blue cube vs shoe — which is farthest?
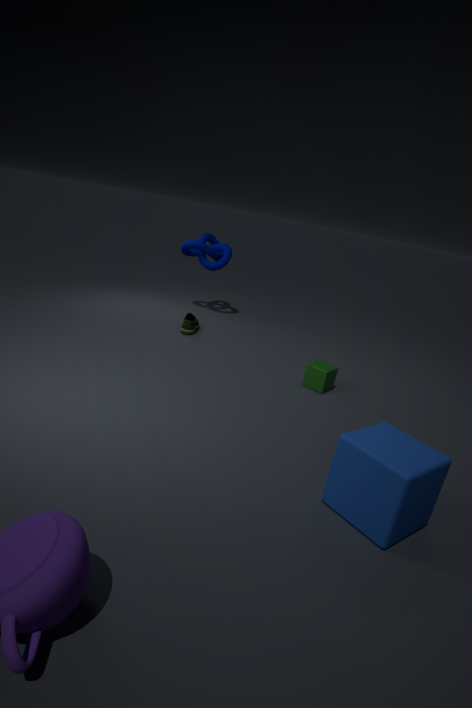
shoe
